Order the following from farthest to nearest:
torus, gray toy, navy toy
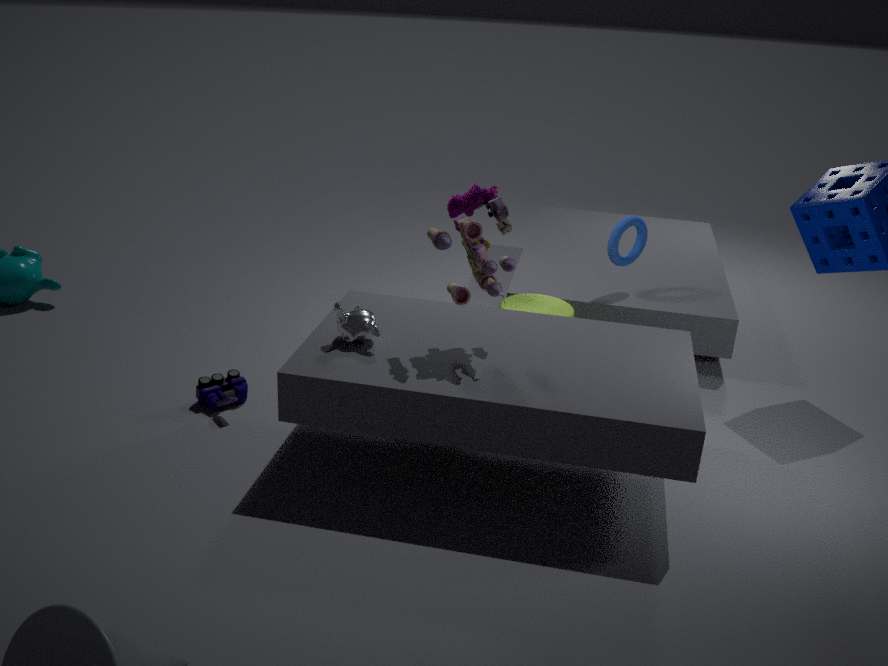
torus < navy toy < gray toy
